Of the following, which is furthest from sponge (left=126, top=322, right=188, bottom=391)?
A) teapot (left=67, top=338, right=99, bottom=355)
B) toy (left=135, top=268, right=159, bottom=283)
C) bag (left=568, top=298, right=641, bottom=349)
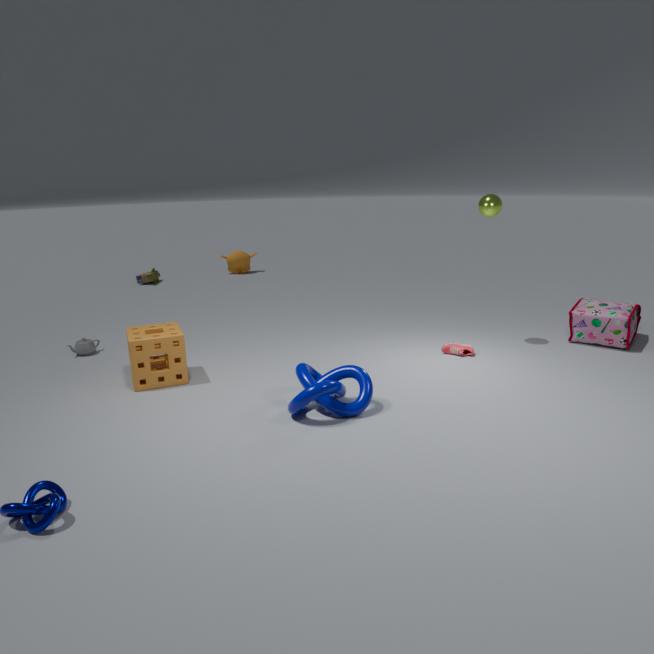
toy (left=135, top=268, right=159, bottom=283)
